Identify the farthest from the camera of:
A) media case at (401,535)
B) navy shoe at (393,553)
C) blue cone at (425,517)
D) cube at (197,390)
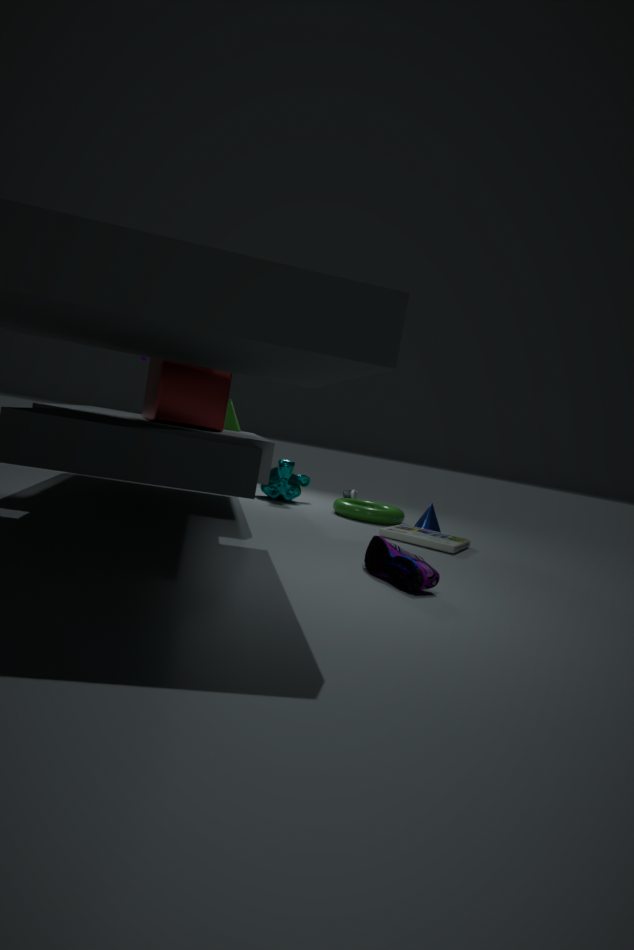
A: blue cone at (425,517)
